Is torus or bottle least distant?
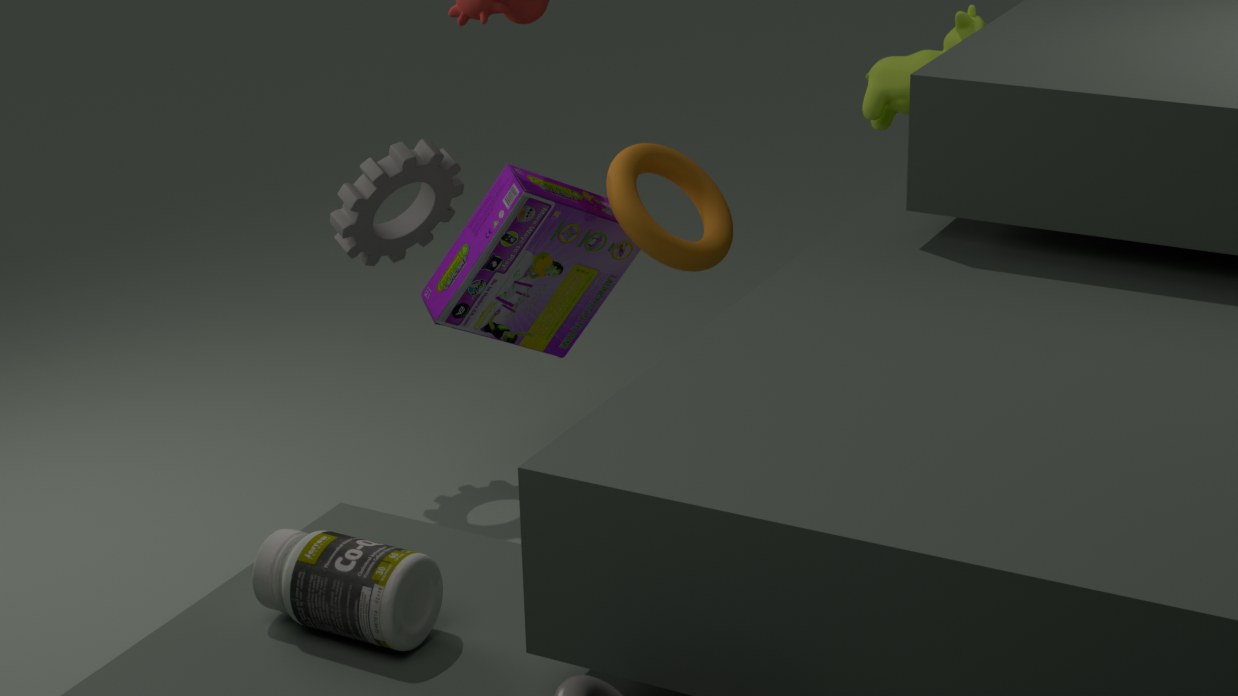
bottle
